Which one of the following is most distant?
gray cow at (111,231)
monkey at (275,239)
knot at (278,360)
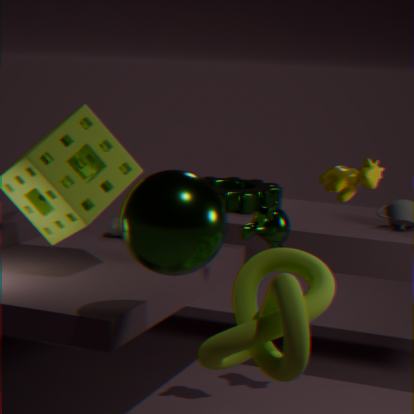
gray cow at (111,231)
